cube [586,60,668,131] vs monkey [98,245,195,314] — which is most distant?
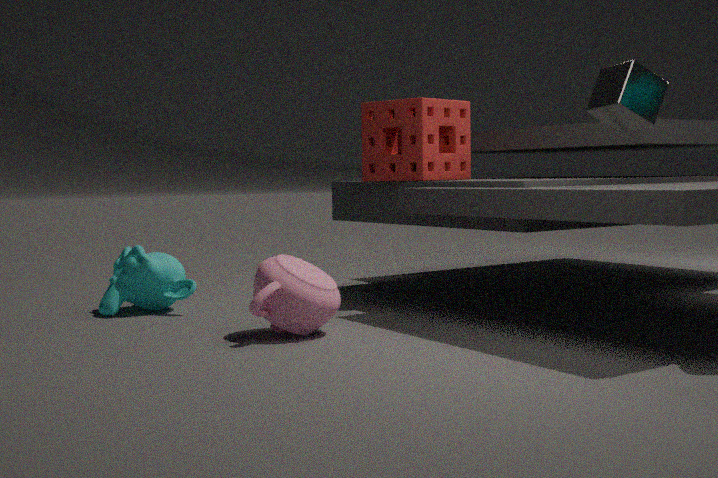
monkey [98,245,195,314]
